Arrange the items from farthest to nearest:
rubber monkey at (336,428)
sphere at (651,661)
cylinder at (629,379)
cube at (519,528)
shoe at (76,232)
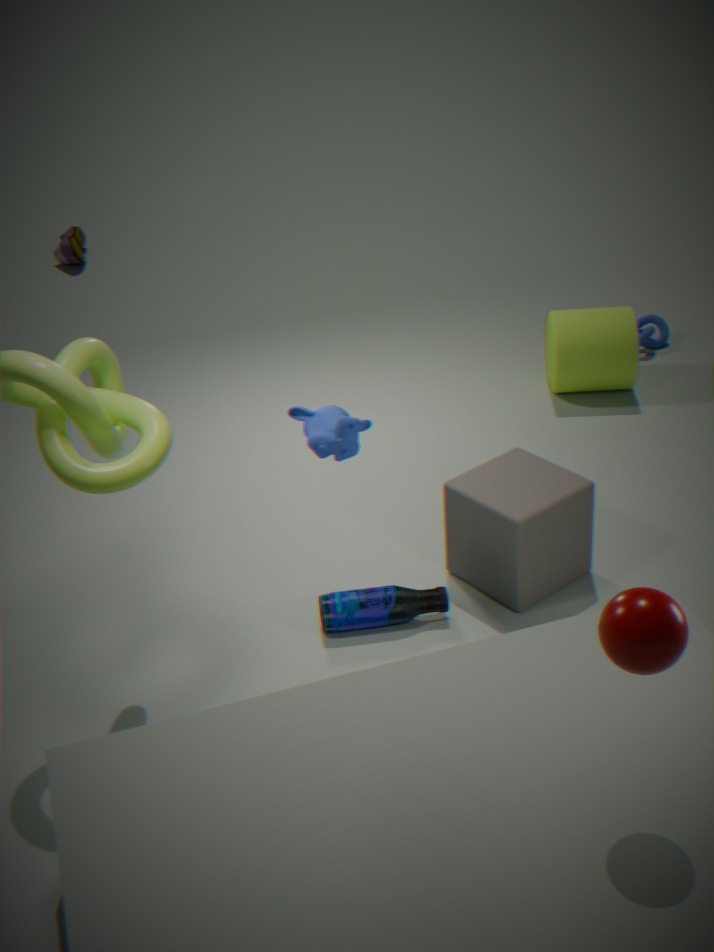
shoe at (76,232) → cylinder at (629,379) → cube at (519,528) → rubber monkey at (336,428) → sphere at (651,661)
